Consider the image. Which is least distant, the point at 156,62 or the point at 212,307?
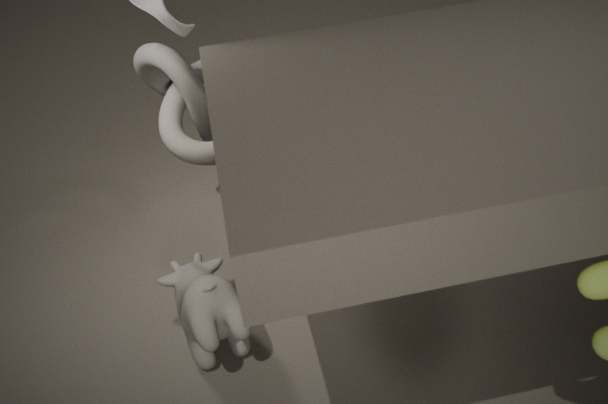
the point at 212,307
